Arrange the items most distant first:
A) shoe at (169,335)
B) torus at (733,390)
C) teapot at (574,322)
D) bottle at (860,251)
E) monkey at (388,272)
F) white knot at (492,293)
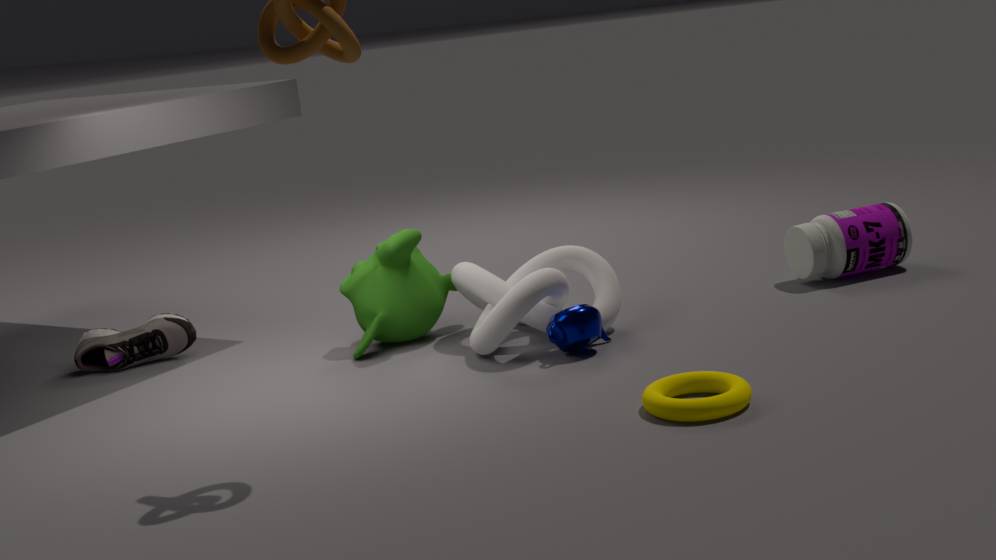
shoe at (169,335) → bottle at (860,251) → monkey at (388,272) → white knot at (492,293) → teapot at (574,322) → torus at (733,390)
